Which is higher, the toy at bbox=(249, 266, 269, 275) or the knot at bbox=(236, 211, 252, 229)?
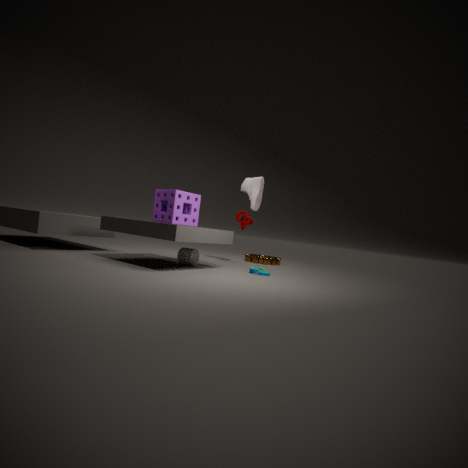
the knot at bbox=(236, 211, 252, 229)
